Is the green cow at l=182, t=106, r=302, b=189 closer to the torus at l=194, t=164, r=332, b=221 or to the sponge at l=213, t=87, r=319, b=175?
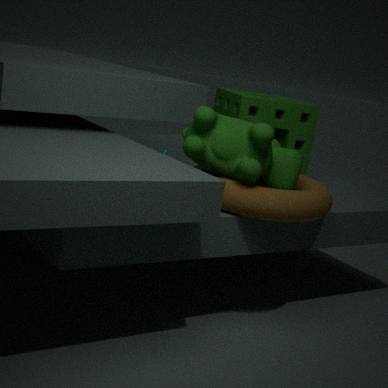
the torus at l=194, t=164, r=332, b=221
